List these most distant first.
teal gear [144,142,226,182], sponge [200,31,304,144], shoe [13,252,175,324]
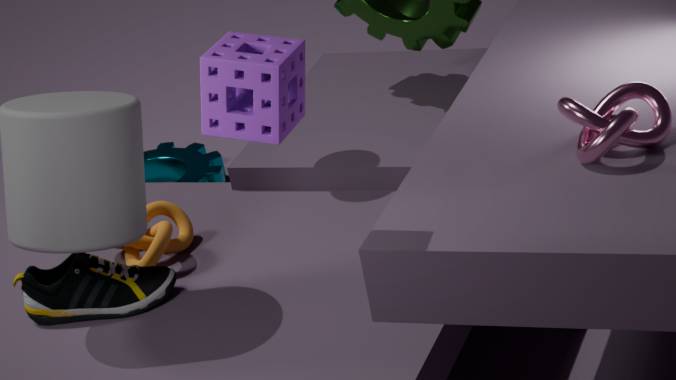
1. teal gear [144,142,226,182]
2. shoe [13,252,175,324]
3. sponge [200,31,304,144]
